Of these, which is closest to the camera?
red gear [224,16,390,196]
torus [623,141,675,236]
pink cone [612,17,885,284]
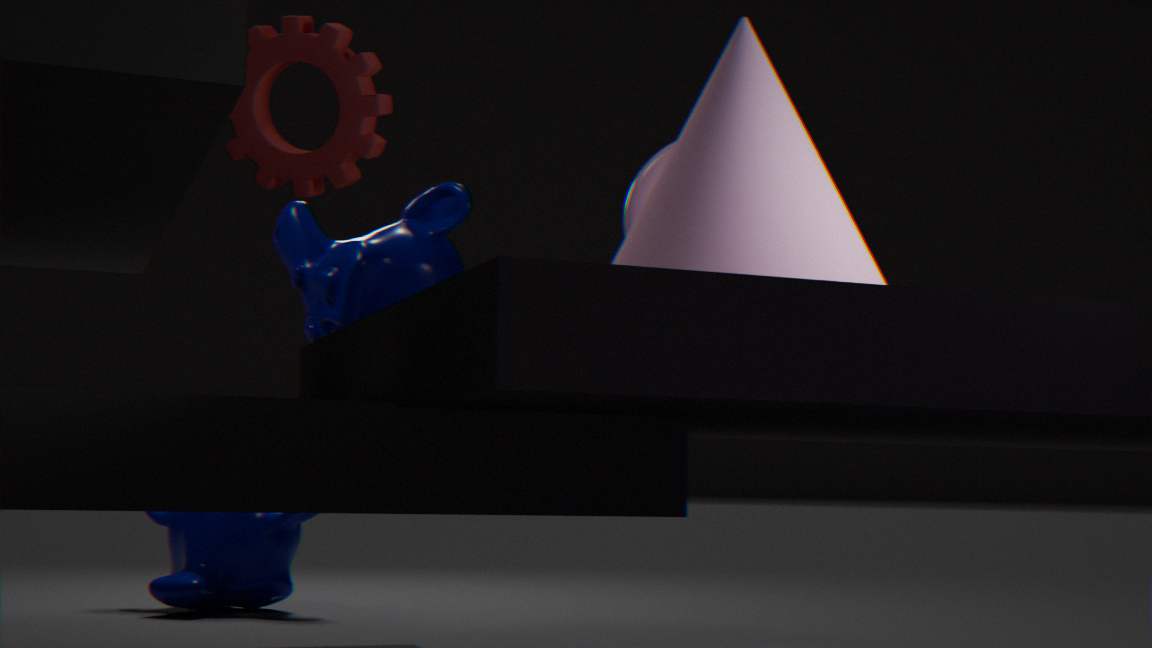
pink cone [612,17,885,284]
